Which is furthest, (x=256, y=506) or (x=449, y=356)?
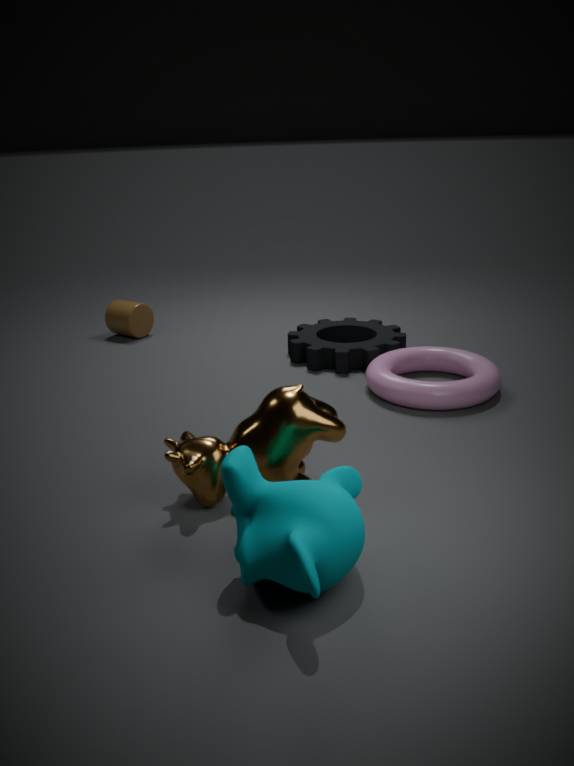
(x=449, y=356)
